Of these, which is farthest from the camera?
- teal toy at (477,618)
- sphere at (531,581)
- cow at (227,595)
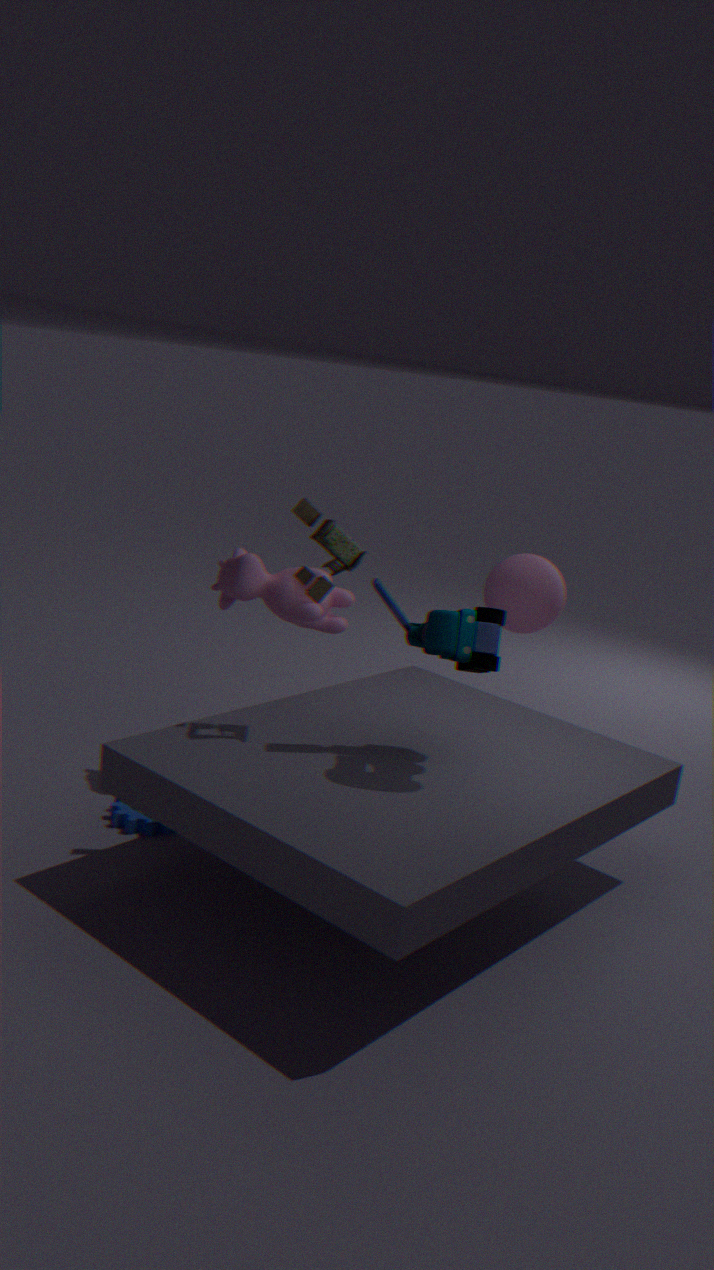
sphere at (531,581)
